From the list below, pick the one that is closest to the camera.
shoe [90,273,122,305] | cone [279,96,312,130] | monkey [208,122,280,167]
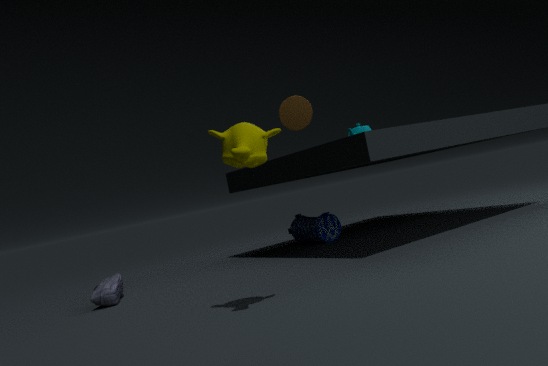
monkey [208,122,280,167]
